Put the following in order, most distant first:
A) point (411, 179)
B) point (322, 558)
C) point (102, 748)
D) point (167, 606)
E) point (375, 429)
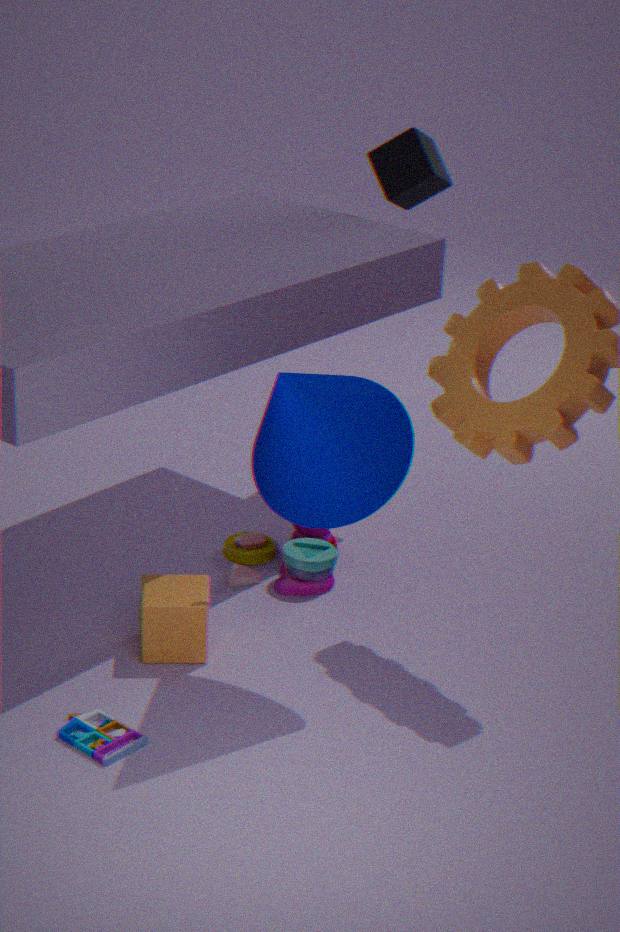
point (411, 179) < point (322, 558) < point (167, 606) < point (375, 429) < point (102, 748)
